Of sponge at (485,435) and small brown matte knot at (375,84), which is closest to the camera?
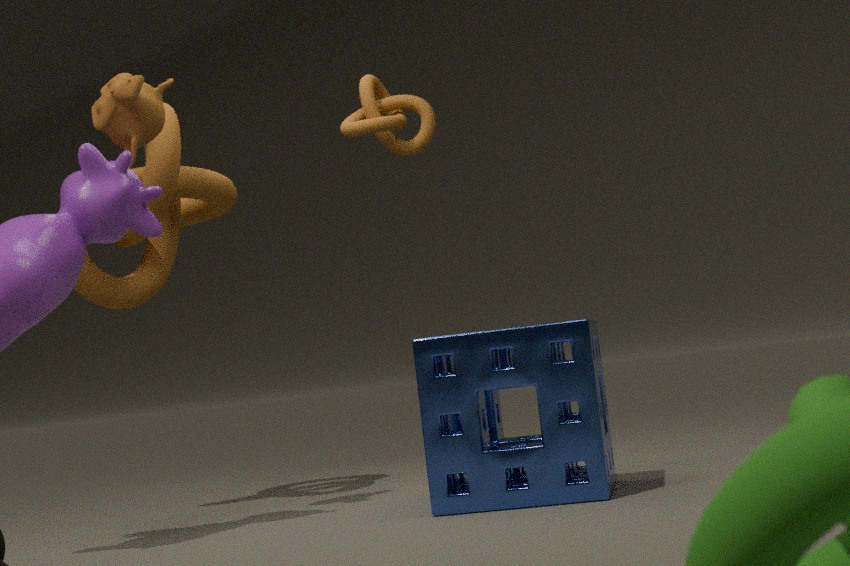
sponge at (485,435)
